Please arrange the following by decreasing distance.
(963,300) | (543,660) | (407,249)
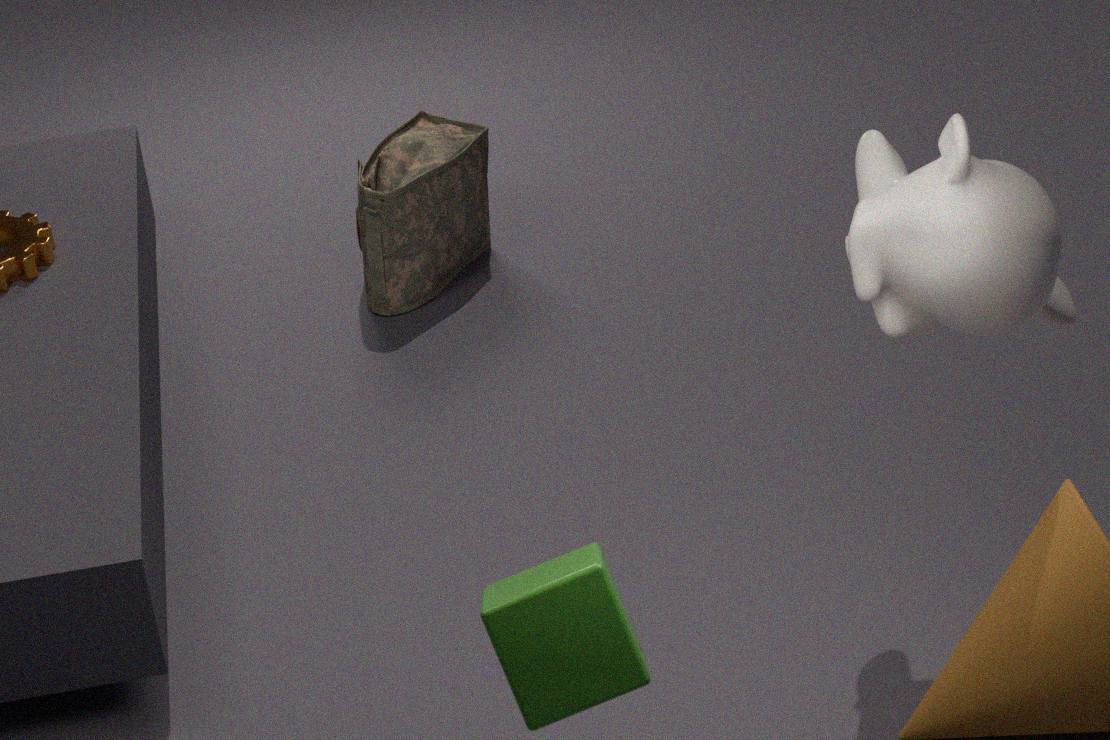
(407,249) → (963,300) → (543,660)
